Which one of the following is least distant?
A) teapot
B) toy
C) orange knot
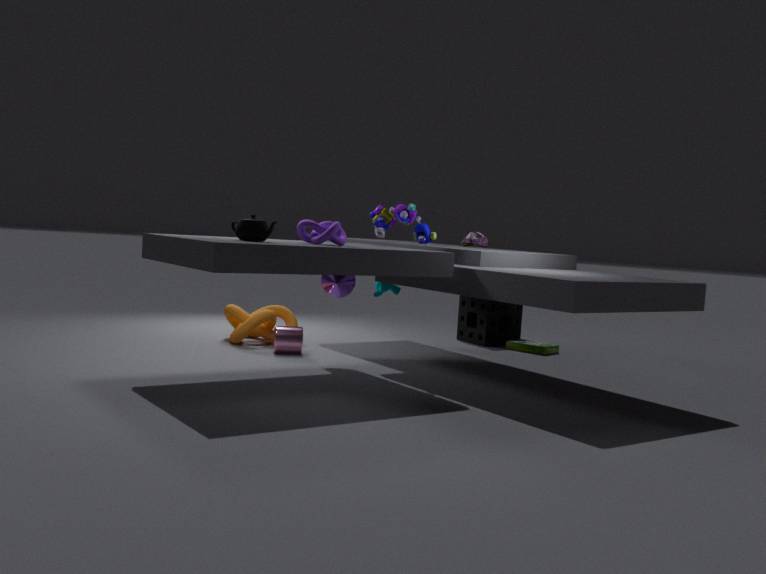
teapot
